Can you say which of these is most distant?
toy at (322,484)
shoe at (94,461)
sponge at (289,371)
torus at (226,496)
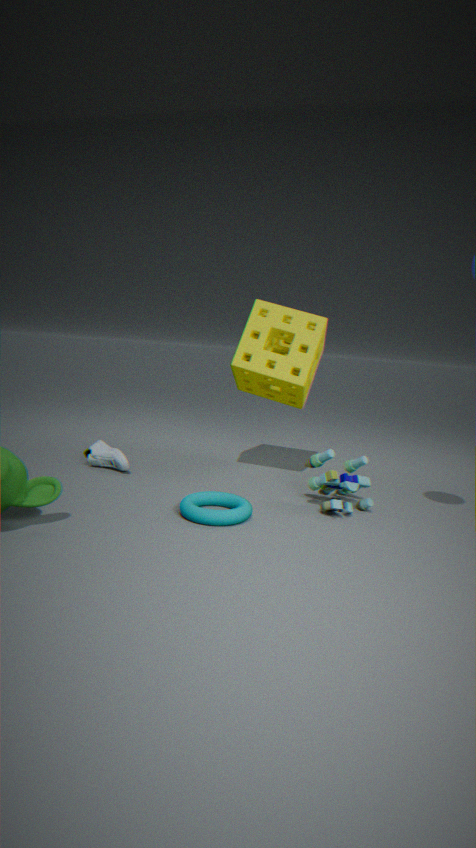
sponge at (289,371)
